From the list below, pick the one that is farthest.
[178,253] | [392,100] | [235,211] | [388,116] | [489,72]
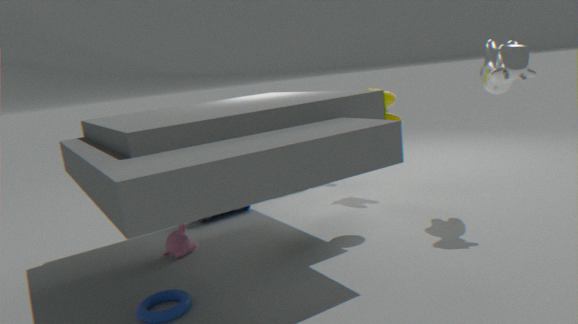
[235,211]
